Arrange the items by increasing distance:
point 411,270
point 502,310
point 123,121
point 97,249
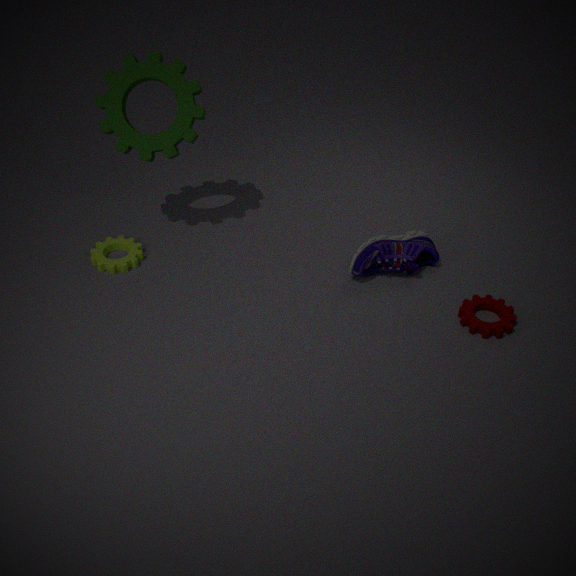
point 502,310 → point 123,121 → point 411,270 → point 97,249
